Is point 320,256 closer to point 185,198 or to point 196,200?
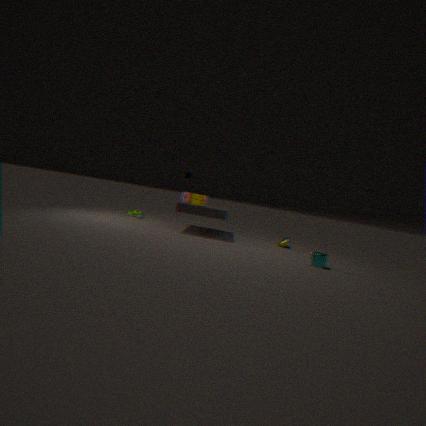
point 196,200
